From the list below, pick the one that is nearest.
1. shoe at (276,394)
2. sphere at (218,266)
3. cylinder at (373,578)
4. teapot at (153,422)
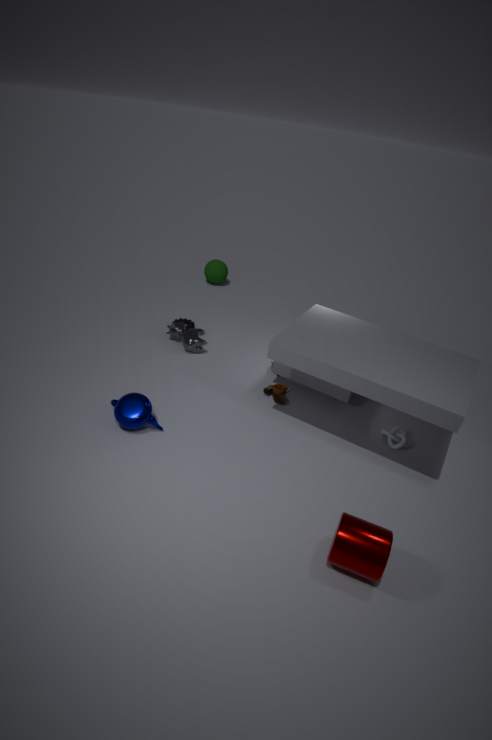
cylinder at (373,578)
